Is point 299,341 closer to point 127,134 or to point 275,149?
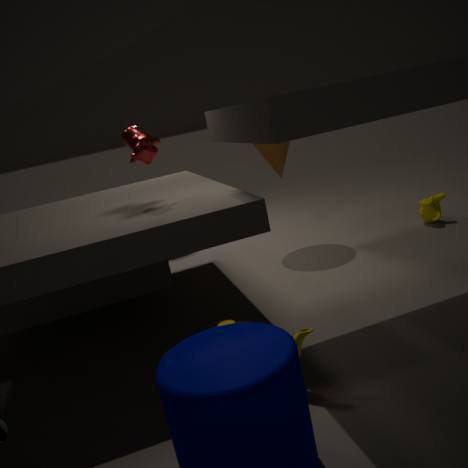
point 127,134
